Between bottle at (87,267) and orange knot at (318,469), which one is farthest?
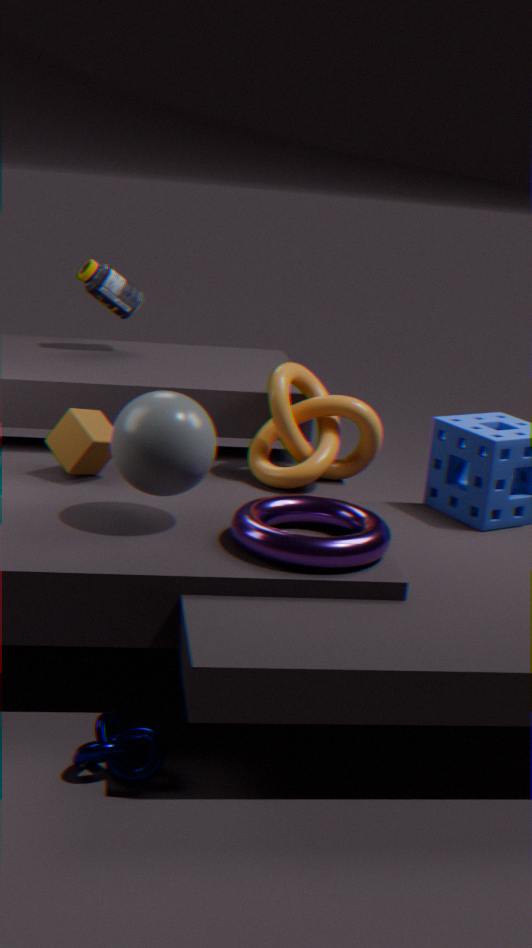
bottle at (87,267)
